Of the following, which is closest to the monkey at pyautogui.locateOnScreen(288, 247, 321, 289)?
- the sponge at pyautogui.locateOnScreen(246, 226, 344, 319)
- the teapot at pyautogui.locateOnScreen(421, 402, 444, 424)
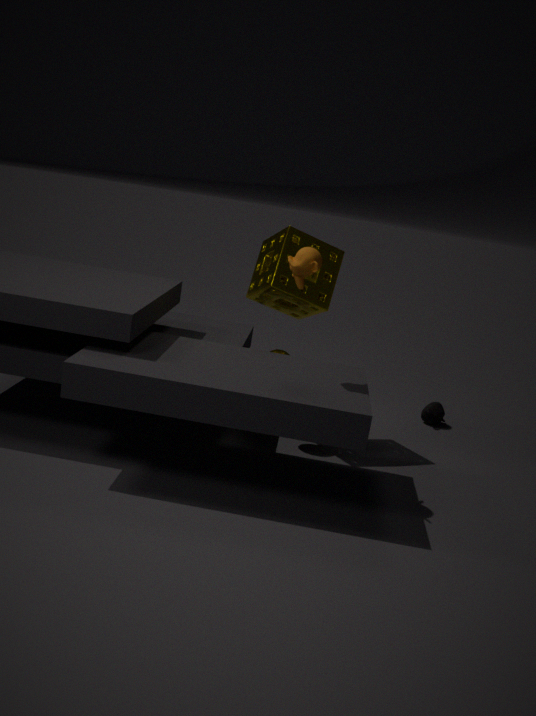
the sponge at pyautogui.locateOnScreen(246, 226, 344, 319)
